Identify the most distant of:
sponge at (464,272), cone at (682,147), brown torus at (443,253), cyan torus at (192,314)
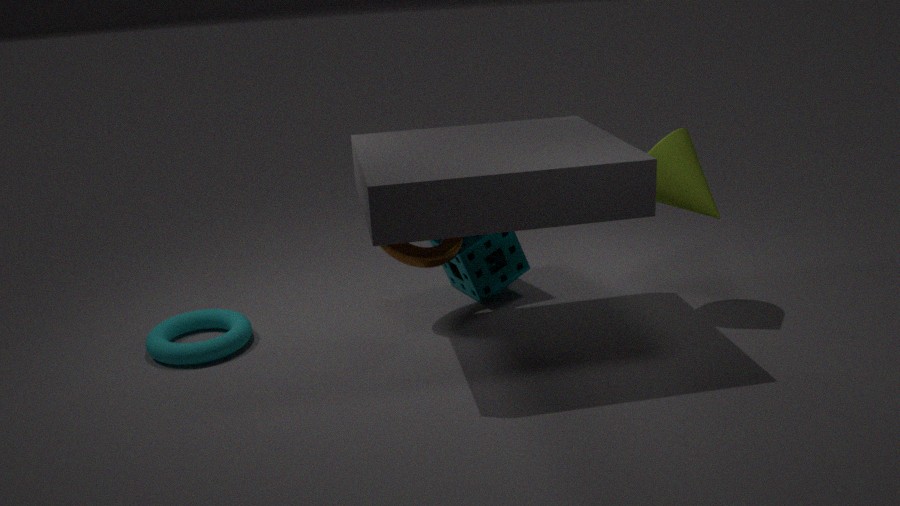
sponge at (464,272)
